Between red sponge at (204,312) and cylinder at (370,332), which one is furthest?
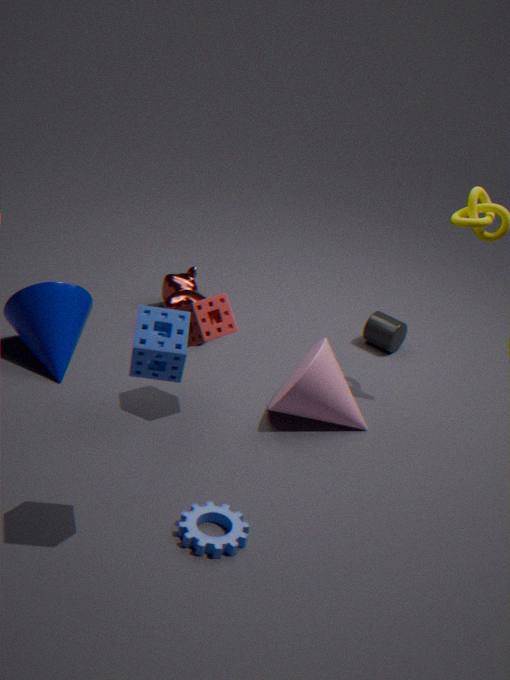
cylinder at (370,332)
